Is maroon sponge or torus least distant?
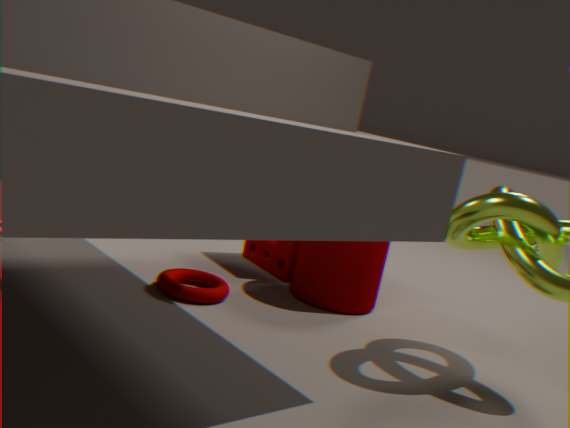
torus
